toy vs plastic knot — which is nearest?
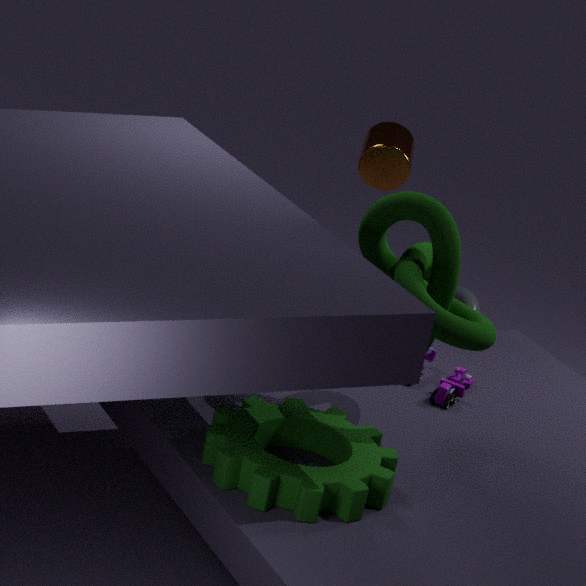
toy
